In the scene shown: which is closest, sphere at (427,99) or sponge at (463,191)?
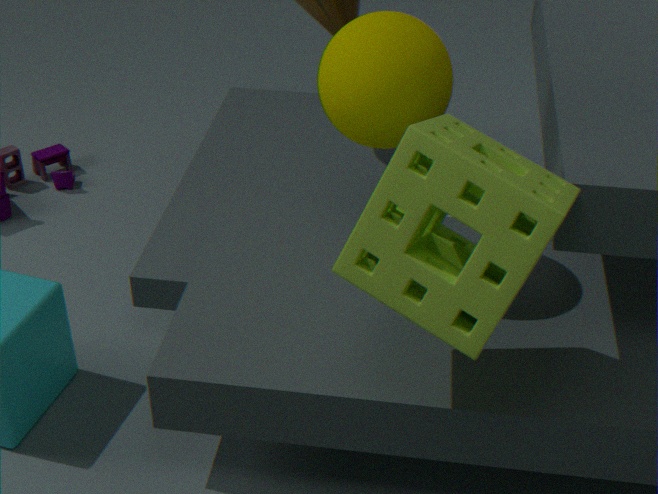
sponge at (463,191)
